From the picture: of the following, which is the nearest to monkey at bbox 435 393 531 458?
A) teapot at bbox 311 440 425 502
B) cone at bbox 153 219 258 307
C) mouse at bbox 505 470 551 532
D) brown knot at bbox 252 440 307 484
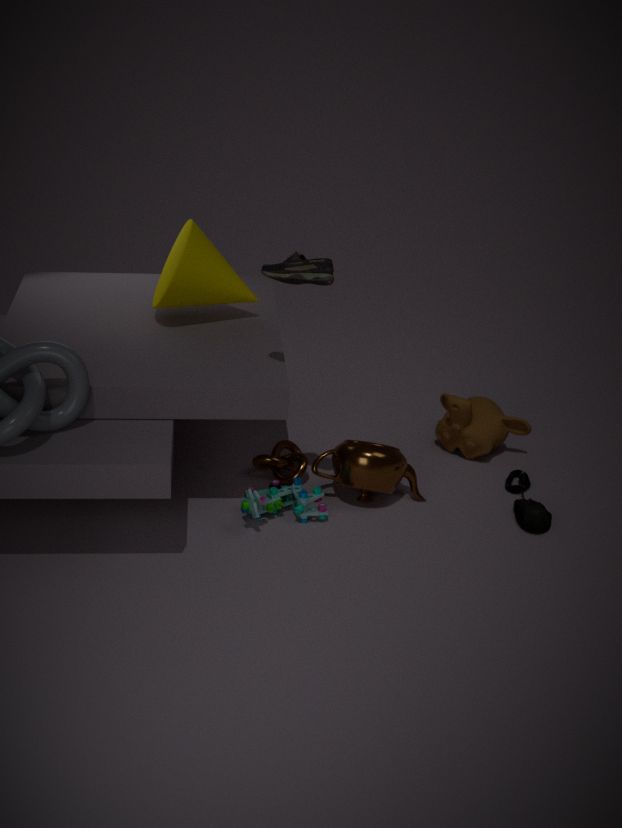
mouse at bbox 505 470 551 532
